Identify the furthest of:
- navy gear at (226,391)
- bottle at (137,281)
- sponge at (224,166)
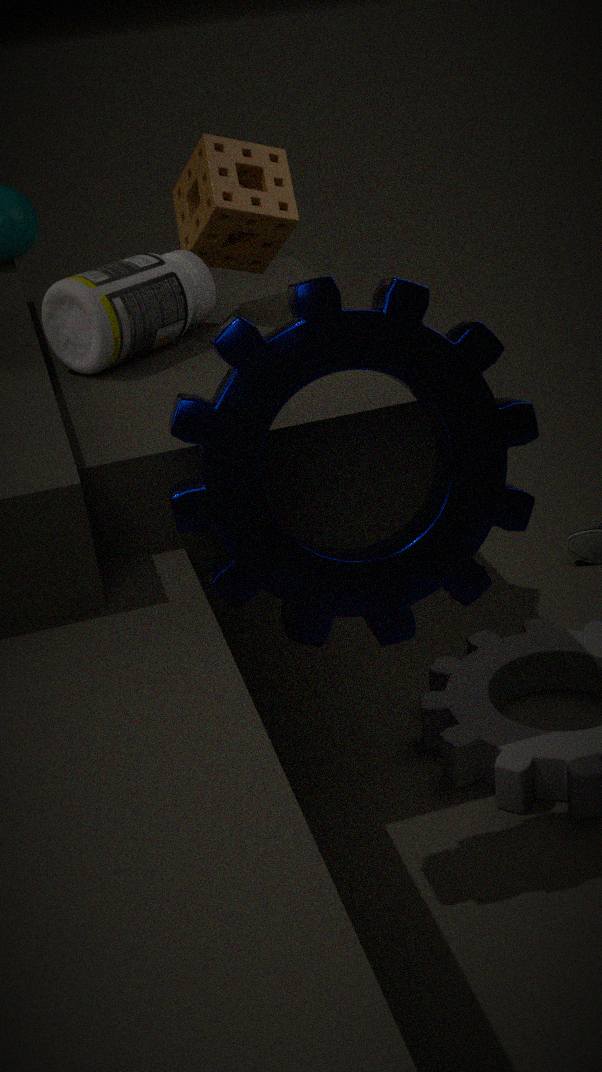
sponge at (224,166)
